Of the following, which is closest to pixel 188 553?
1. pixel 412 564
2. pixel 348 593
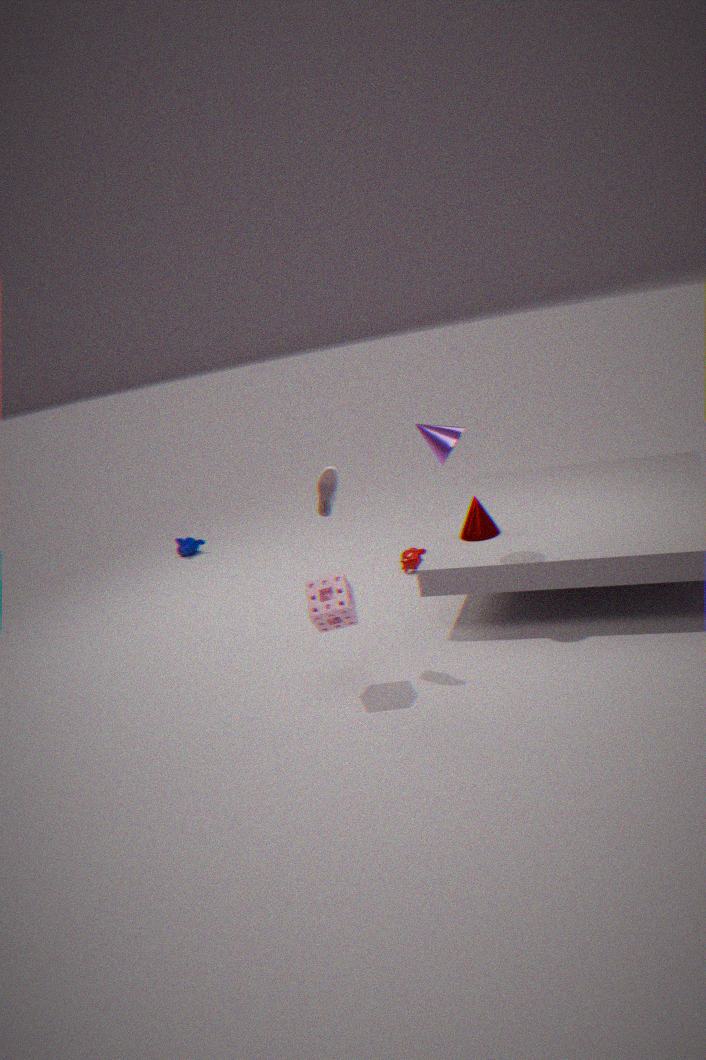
pixel 412 564
